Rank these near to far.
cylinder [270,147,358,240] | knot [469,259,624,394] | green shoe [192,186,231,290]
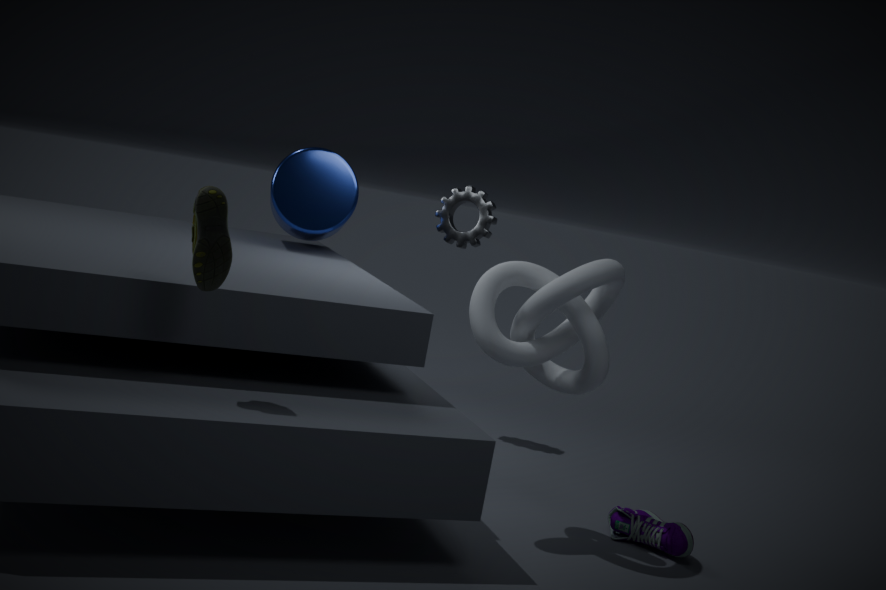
green shoe [192,186,231,290]
knot [469,259,624,394]
cylinder [270,147,358,240]
